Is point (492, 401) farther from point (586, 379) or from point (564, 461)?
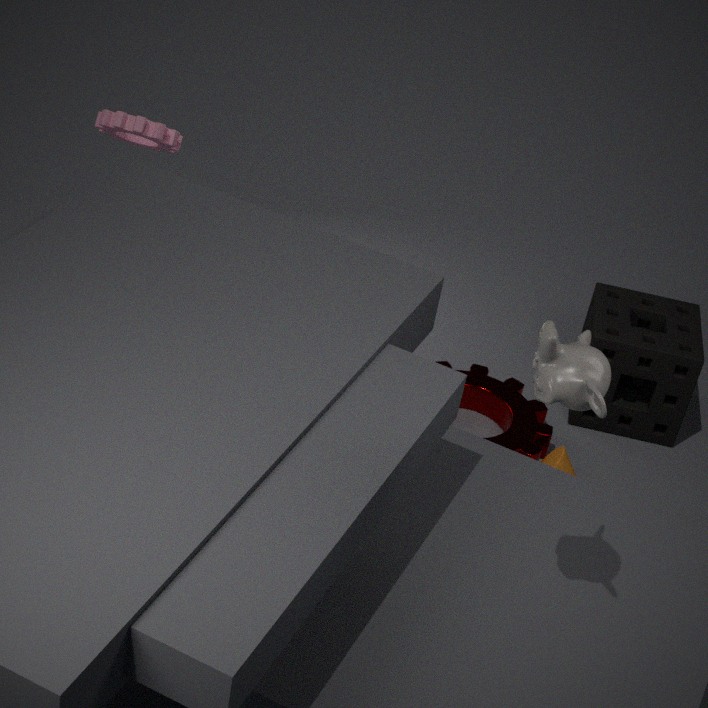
point (586, 379)
